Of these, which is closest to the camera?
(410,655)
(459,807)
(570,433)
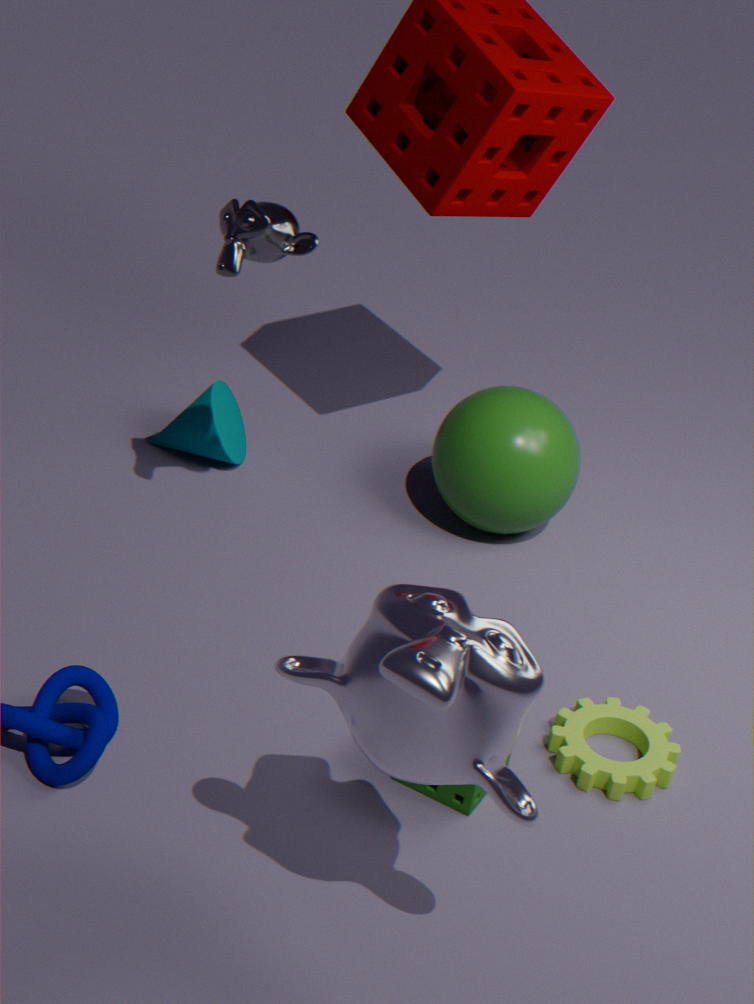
(410,655)
